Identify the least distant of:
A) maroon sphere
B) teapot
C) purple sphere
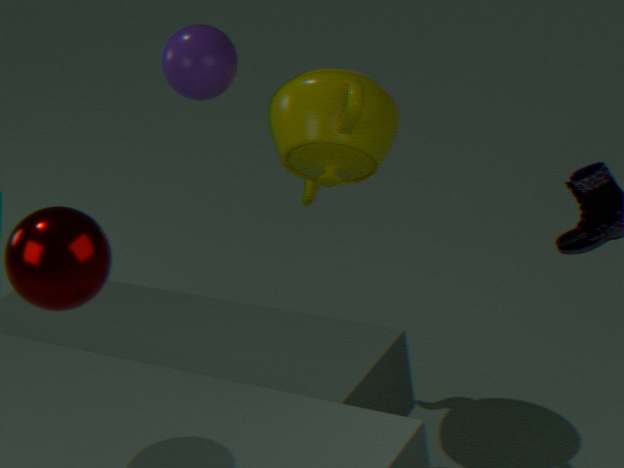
maroon sphere
